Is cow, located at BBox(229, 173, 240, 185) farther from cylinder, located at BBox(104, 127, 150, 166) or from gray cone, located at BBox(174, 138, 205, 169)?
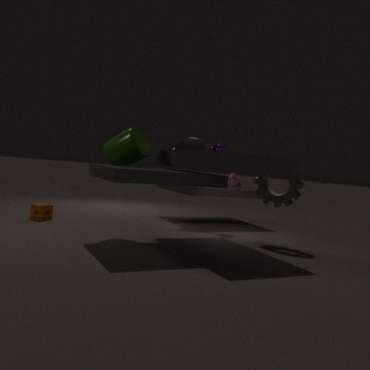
cylinder, located at BBox(104, 127, 150, 166)
